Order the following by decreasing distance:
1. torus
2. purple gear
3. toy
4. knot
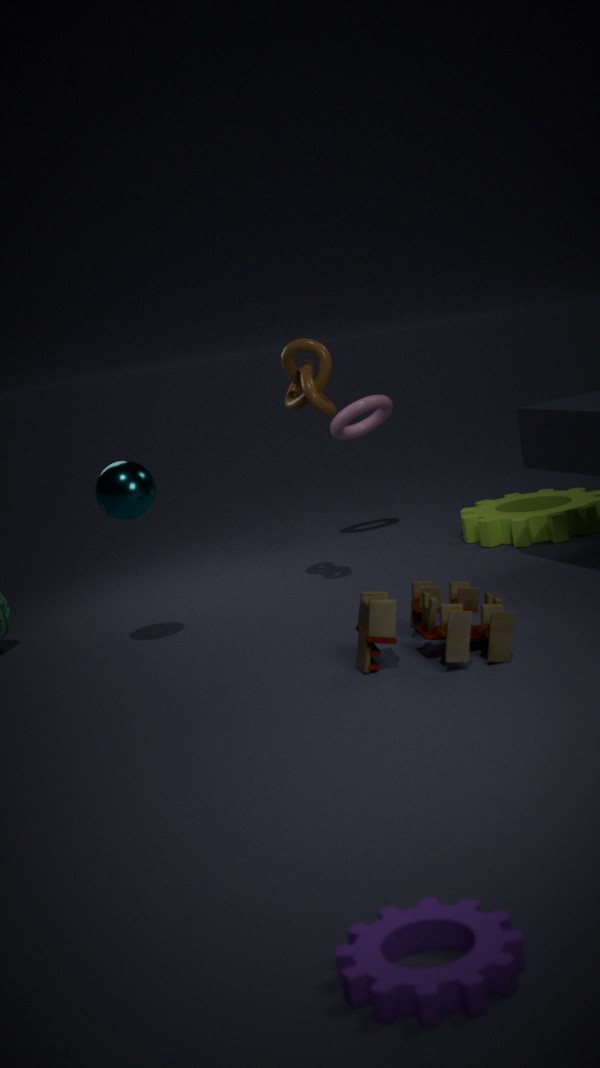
1. torus
2. knot
3. toy
4. purple gear
